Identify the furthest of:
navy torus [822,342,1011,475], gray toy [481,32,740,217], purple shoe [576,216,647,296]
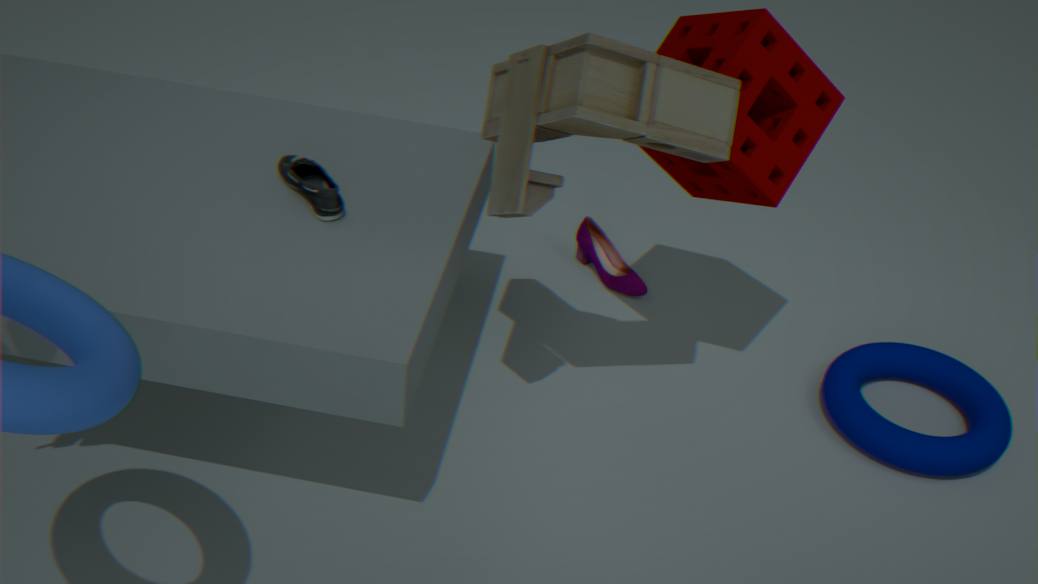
purple shoe [576,216,647,296]
